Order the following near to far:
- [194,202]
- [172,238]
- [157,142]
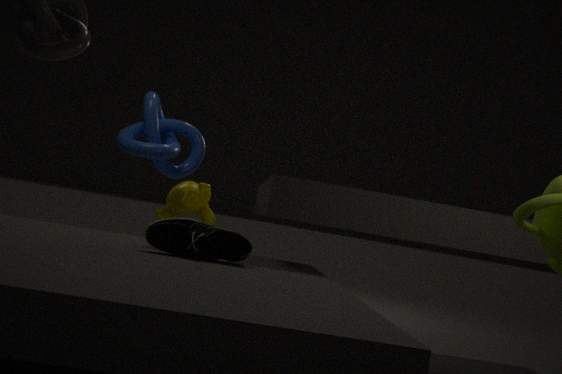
[172,238], [194,202], [157,142]
